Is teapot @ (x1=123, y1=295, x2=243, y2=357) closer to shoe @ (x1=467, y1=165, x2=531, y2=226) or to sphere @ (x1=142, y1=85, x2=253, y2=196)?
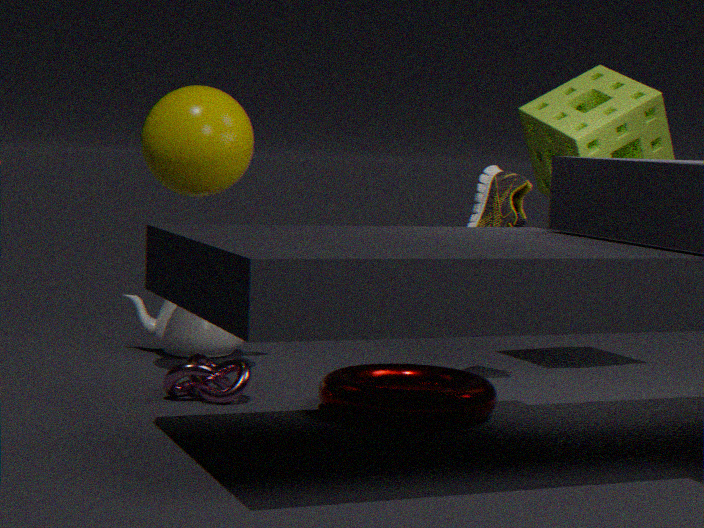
sphere @ (x1=142, y1=85, x2=253, y2=196)
